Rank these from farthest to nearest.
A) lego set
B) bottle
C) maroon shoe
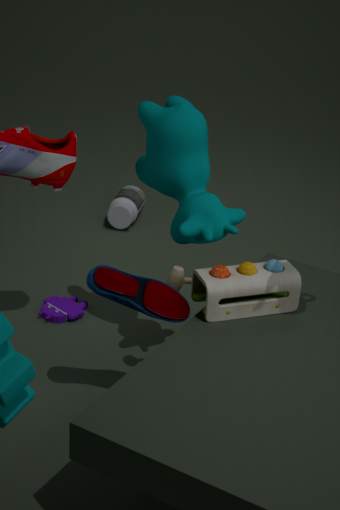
B. bottle < A. lego set < C. maroon shoe
